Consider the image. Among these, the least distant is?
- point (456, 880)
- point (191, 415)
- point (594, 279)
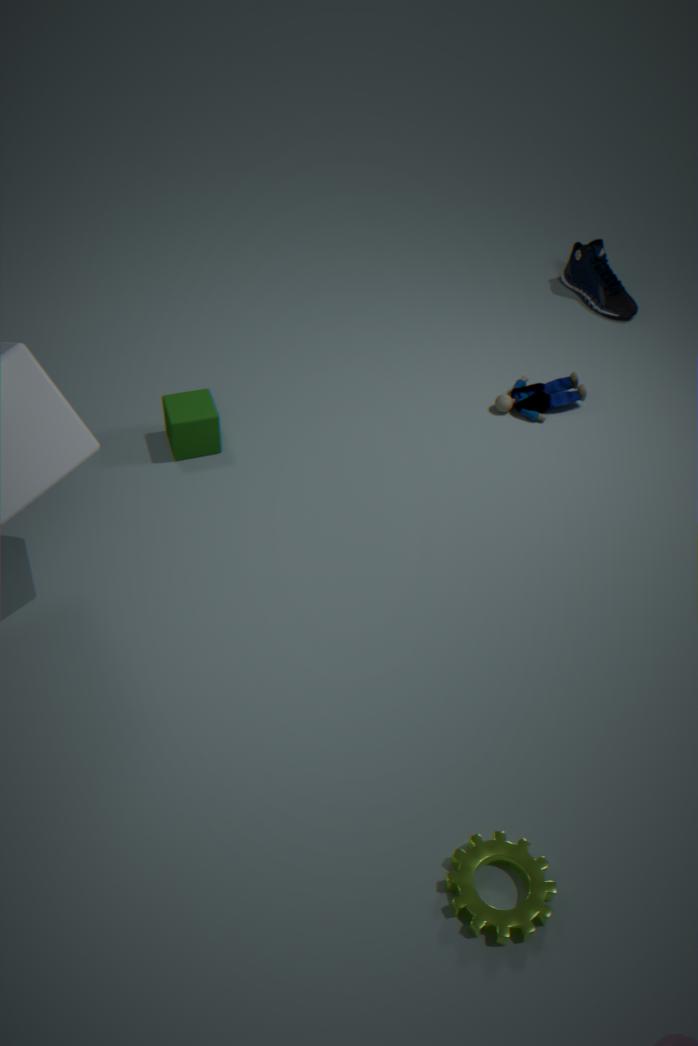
point (456, 880)
